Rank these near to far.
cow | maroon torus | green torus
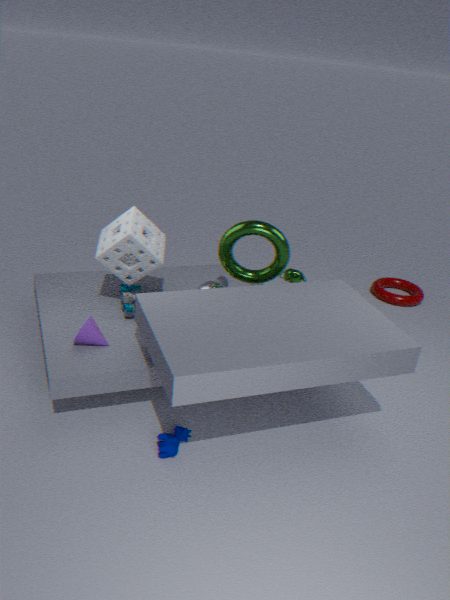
cow, green torus, maroon torus
